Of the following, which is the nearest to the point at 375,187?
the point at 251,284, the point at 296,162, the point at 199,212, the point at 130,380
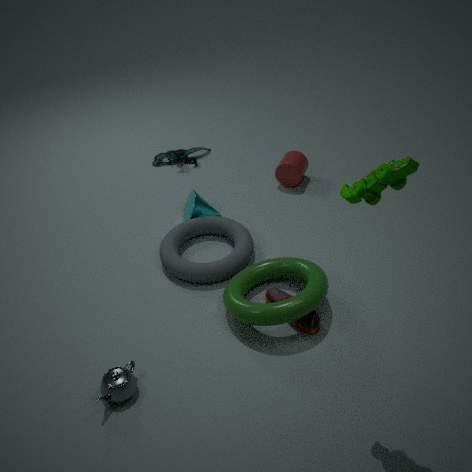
the point at 251,284
